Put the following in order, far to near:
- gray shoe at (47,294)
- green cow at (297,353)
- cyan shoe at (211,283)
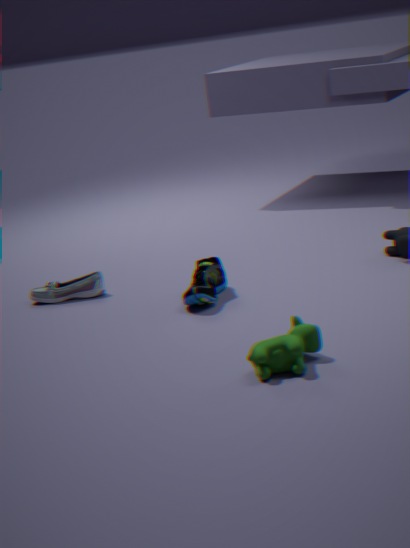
gray shoe at (47,294), cyan shoe at (211,283), green cow at (297,353)
